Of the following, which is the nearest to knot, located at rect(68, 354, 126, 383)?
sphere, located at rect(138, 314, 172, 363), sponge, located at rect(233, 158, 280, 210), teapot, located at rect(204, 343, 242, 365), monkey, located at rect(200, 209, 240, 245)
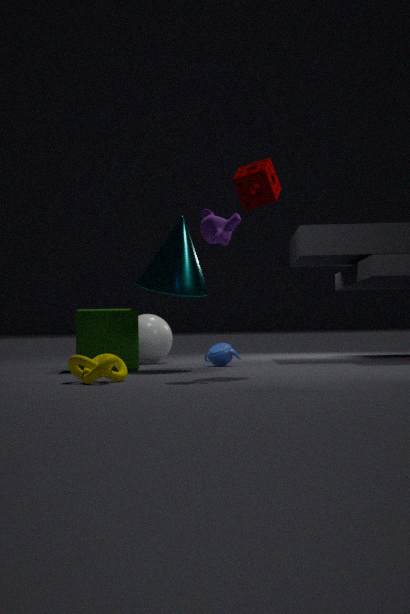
monkey, located at rect(200, 209, 240, 245)
